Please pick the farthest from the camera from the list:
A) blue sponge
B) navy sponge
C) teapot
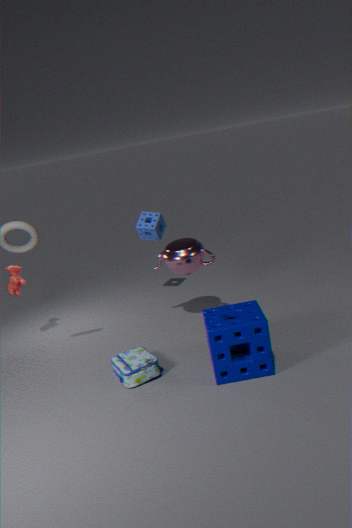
A. blue sponge
